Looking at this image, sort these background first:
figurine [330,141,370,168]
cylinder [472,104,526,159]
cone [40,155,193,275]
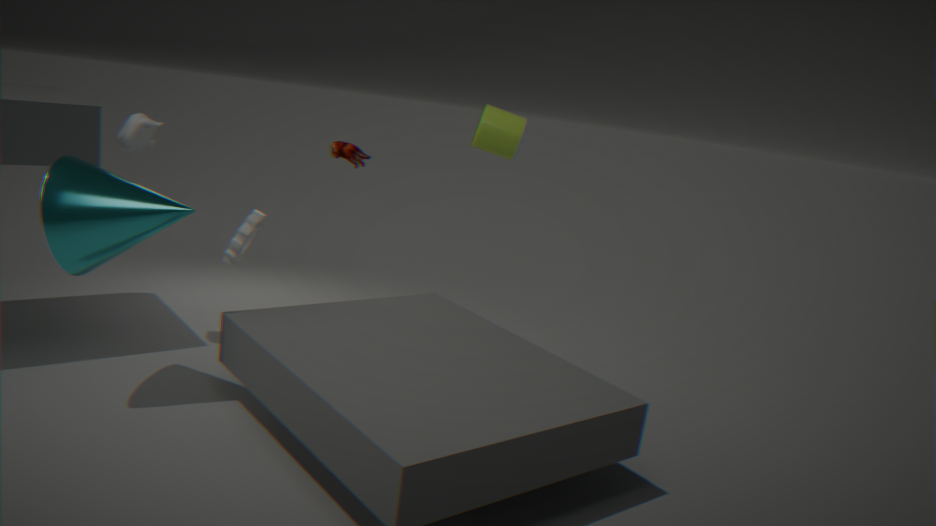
figurine [330,141,370,168], cylinder [472,104,526,159], cone [40,155,193,275]
